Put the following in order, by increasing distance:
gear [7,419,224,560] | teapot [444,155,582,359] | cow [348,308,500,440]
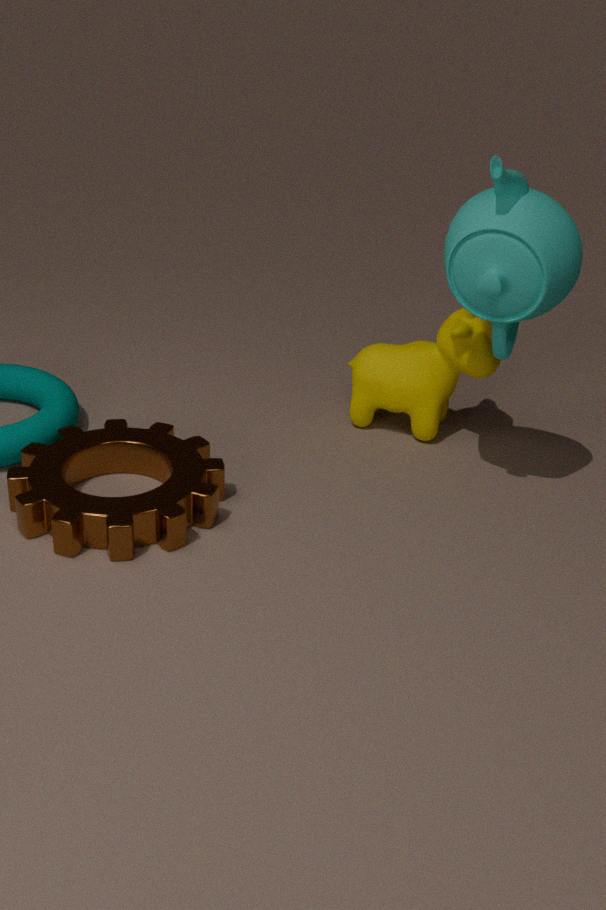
teapot [444,155,582,359]
gear [7,419,224,560]
cow [348,308,500,440]
